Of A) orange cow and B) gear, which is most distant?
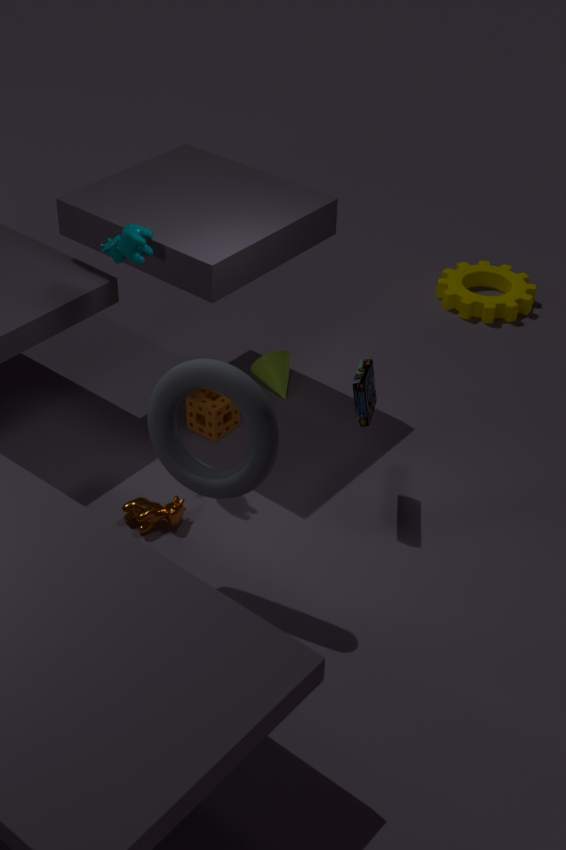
B. gear
